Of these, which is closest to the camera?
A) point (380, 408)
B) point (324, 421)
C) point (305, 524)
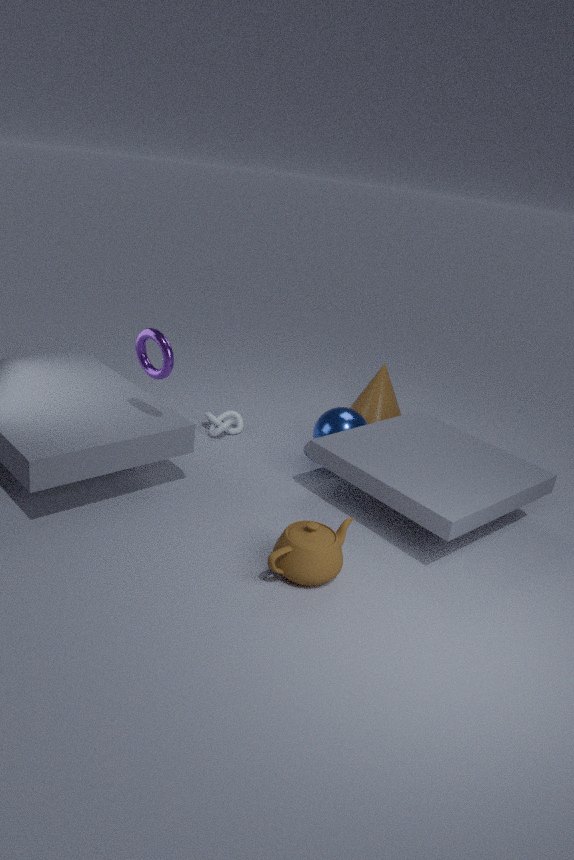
point (305, 524)
